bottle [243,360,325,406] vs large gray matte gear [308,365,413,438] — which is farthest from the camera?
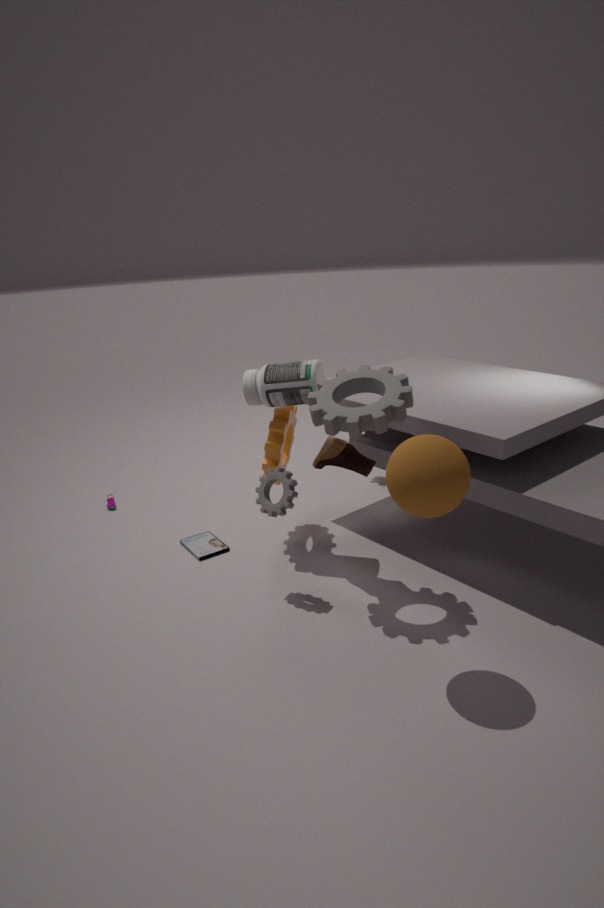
bottle [243,360,325,406]
